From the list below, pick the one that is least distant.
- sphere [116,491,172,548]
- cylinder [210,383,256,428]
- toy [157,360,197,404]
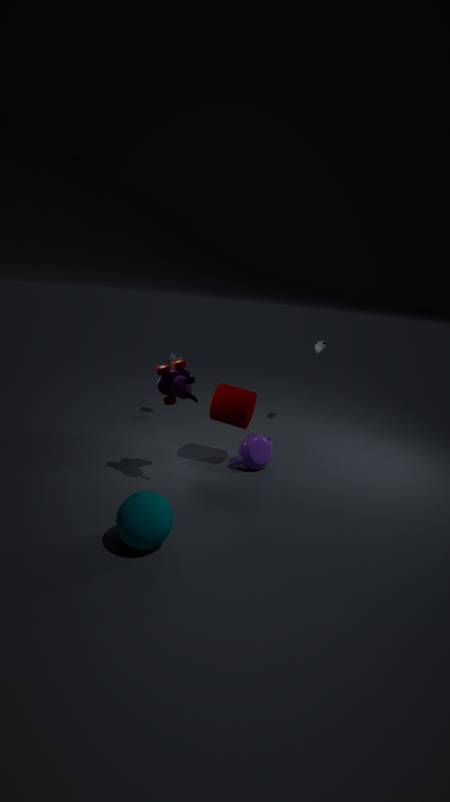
sphere [116,491,172,548]
